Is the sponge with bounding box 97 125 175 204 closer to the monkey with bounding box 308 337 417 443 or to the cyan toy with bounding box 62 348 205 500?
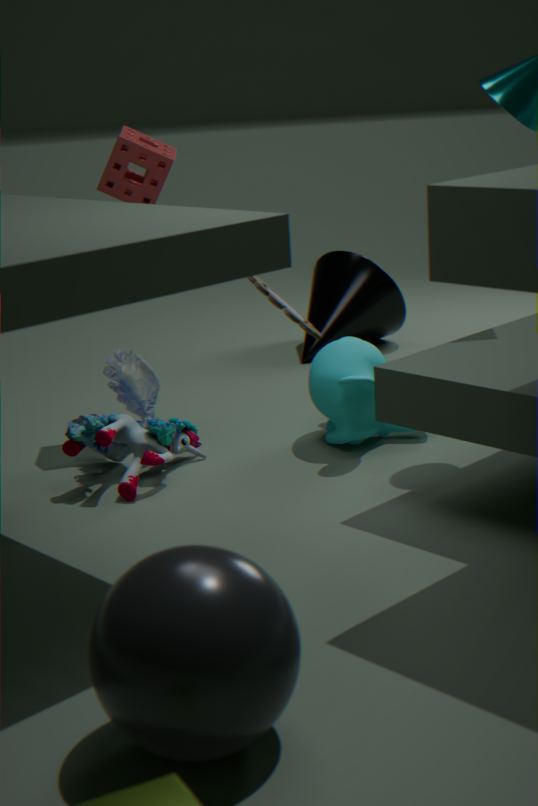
the cyan toy with bounding box 62 348 205 500
